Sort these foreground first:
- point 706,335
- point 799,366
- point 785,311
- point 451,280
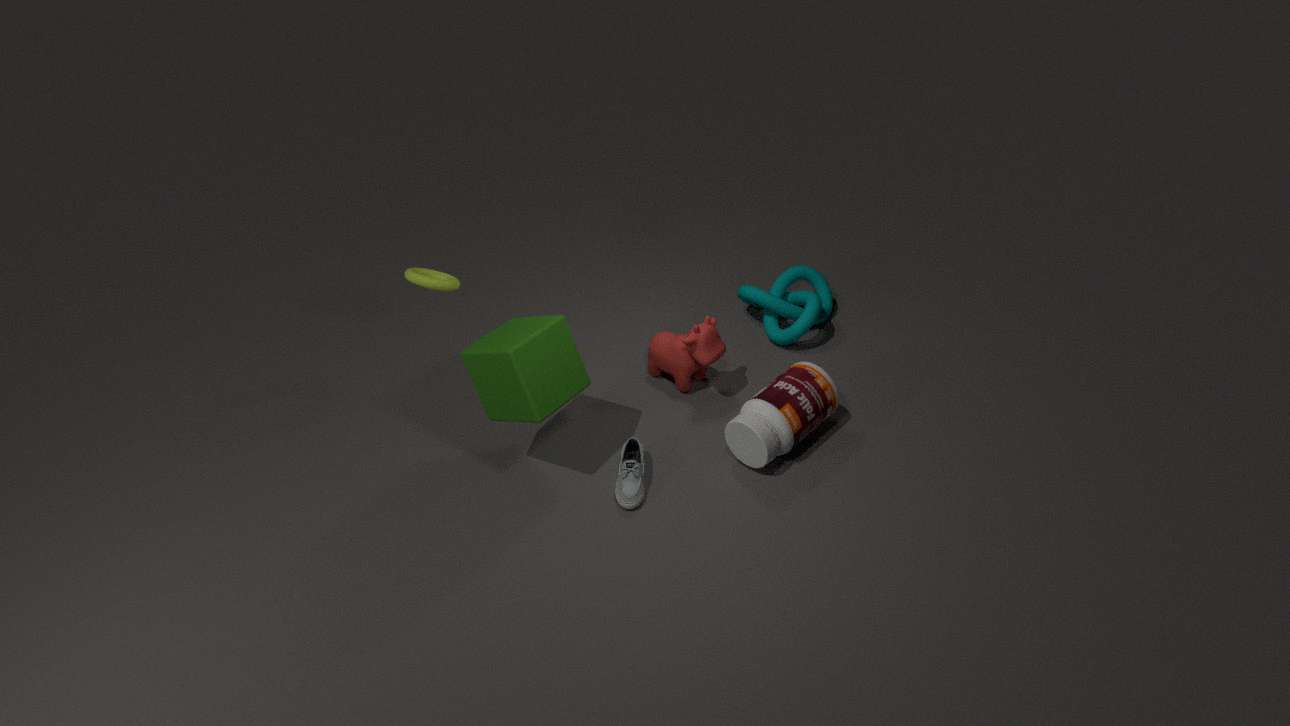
point 799,366 → point 706,335 → point 451,280 → point 785,311
